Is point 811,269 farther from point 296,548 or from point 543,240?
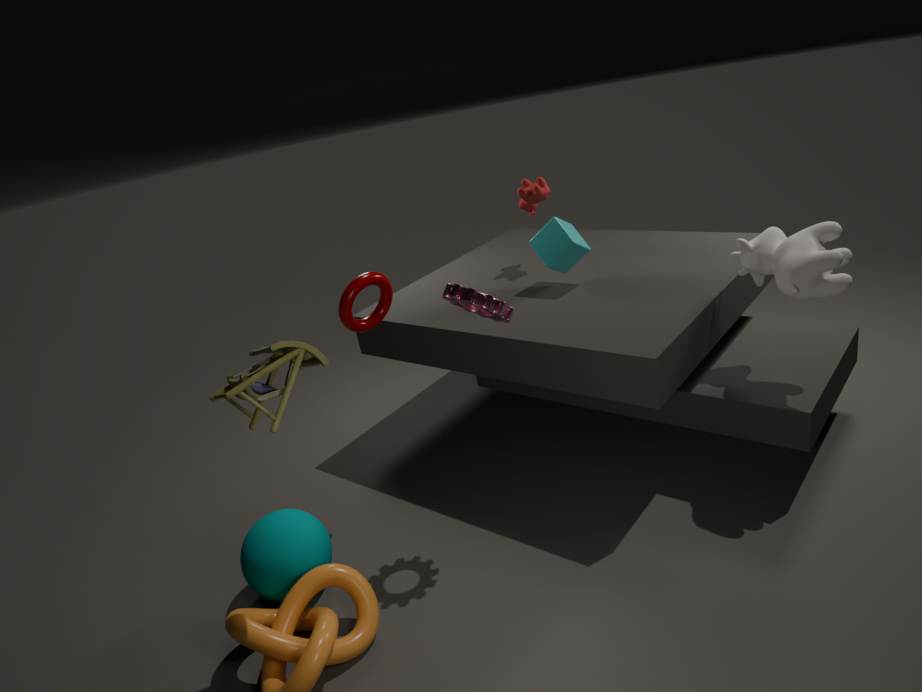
point 296,548
